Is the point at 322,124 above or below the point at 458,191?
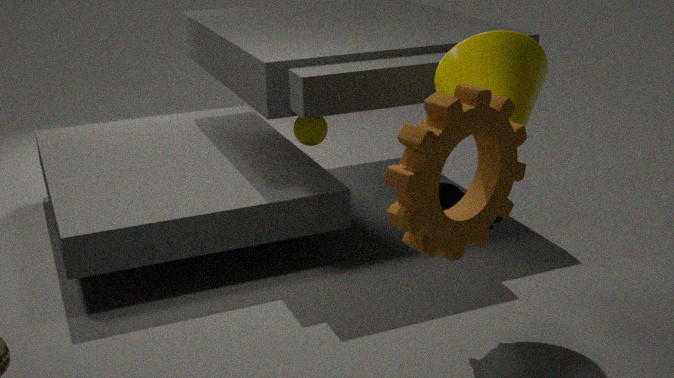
below
